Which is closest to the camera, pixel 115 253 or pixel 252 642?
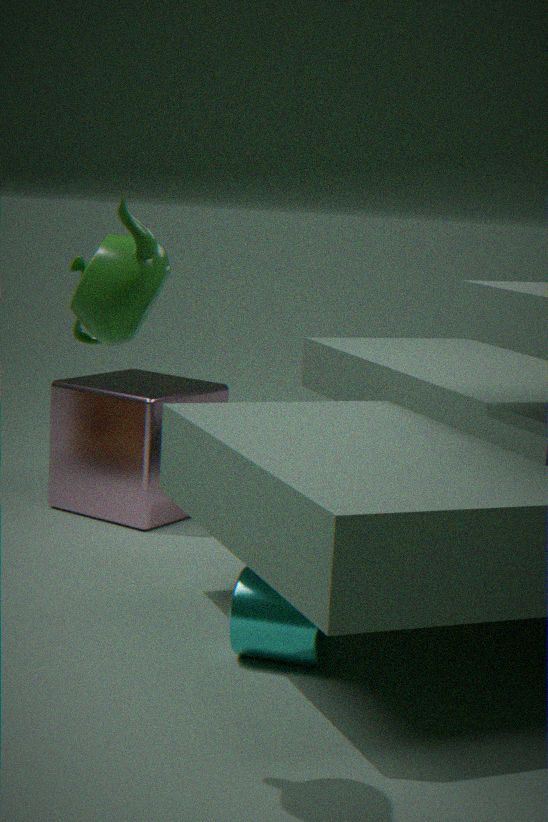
pixel 115 253
